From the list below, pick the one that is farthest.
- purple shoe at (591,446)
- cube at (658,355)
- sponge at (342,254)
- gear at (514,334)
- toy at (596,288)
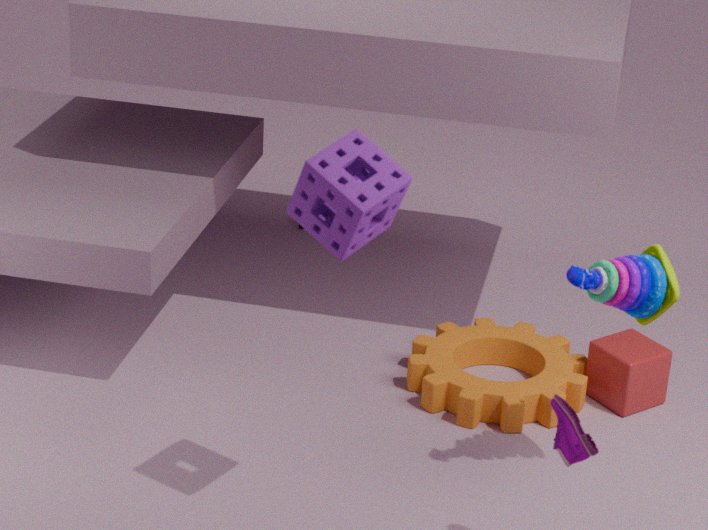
cube at (658,355)
